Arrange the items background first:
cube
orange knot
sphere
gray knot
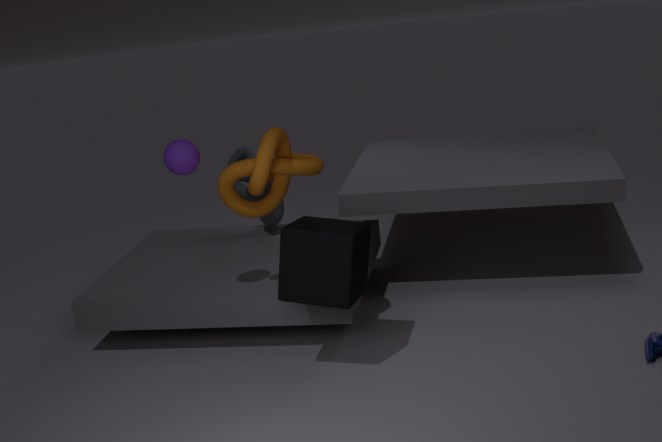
gray knot
sphere
orange knot
cube
